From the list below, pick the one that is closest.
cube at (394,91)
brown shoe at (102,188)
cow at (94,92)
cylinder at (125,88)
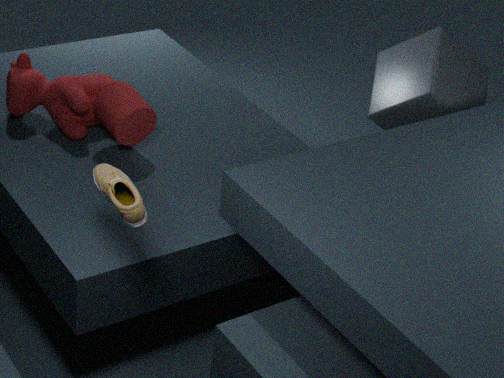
brown shoe at (102,188)
